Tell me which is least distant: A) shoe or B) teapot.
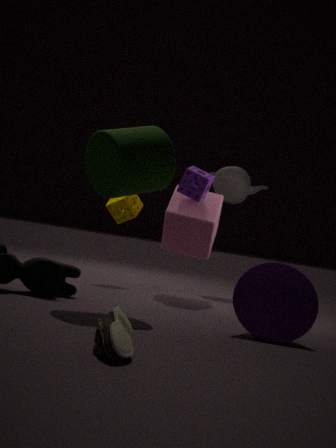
A. shoe
